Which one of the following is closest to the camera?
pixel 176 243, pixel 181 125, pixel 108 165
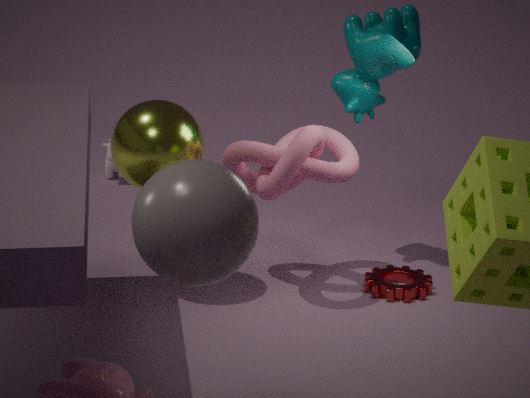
pixel 176 243
